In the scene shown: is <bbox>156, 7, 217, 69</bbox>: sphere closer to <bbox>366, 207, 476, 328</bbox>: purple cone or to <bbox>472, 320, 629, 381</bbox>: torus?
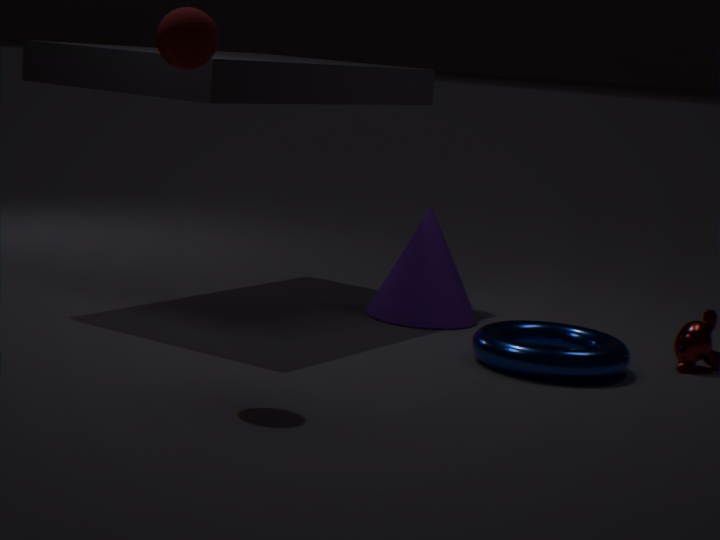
<bbox>472, 320, 629, 381</bbox>: torus
